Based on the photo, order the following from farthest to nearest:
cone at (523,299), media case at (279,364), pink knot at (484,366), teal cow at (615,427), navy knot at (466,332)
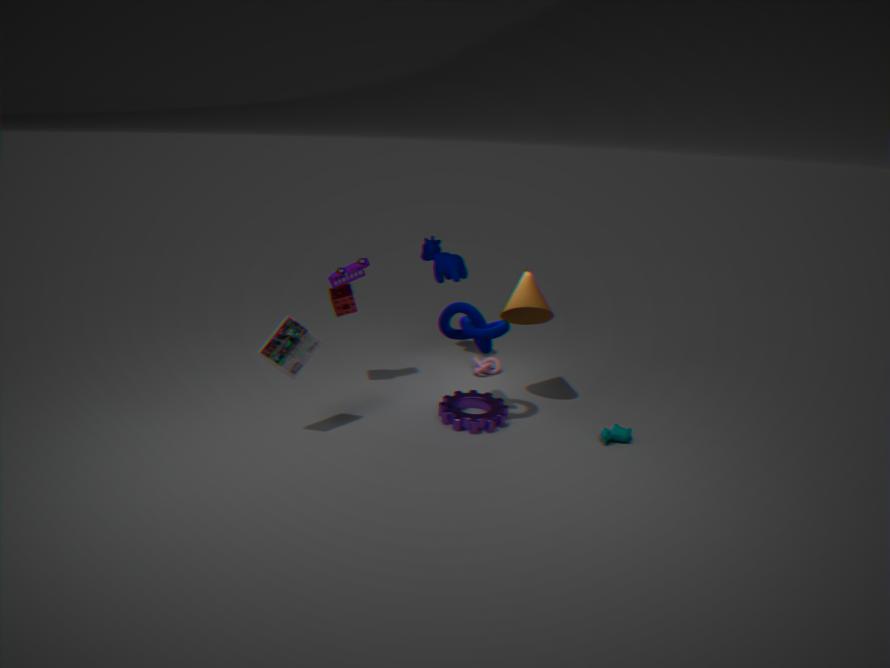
pink knot at (484,366), cone at (523,299), teal cow at (615,427), navy knot at (466,332), media case at (279,364)
